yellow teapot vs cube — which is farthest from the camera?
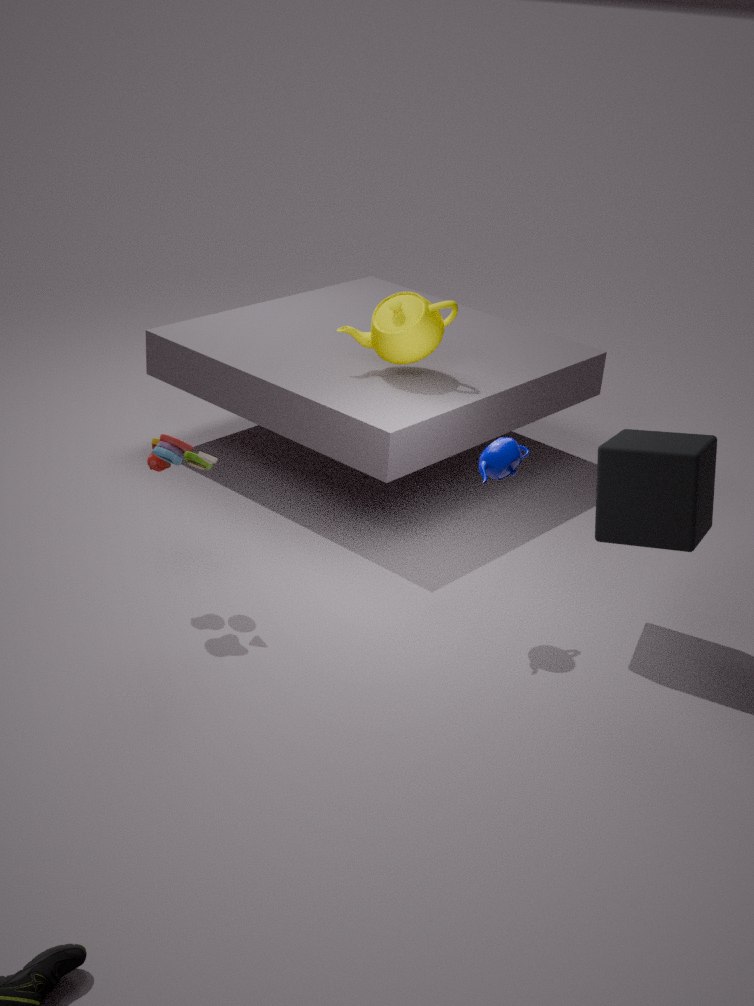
yellow teapot
